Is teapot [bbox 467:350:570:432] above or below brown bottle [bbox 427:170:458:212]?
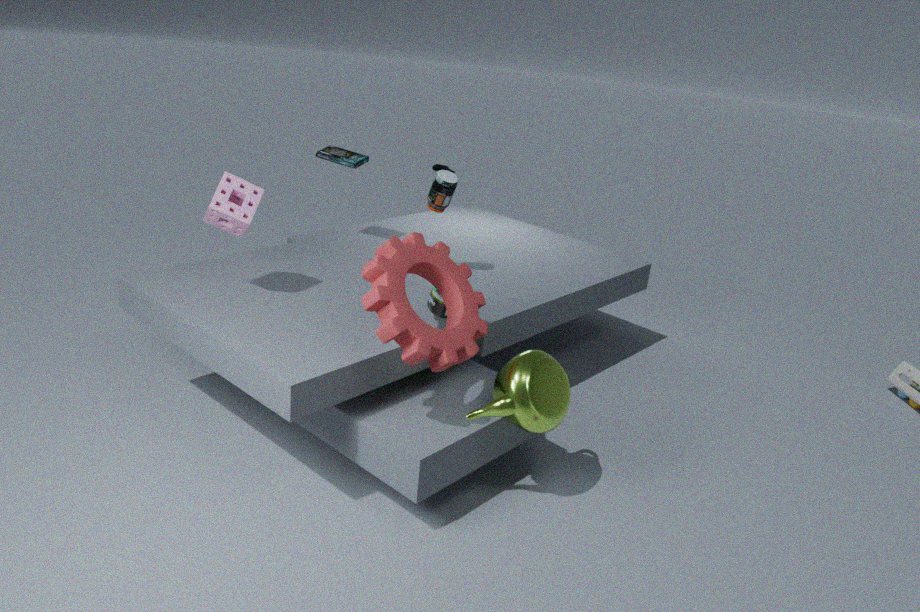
below
